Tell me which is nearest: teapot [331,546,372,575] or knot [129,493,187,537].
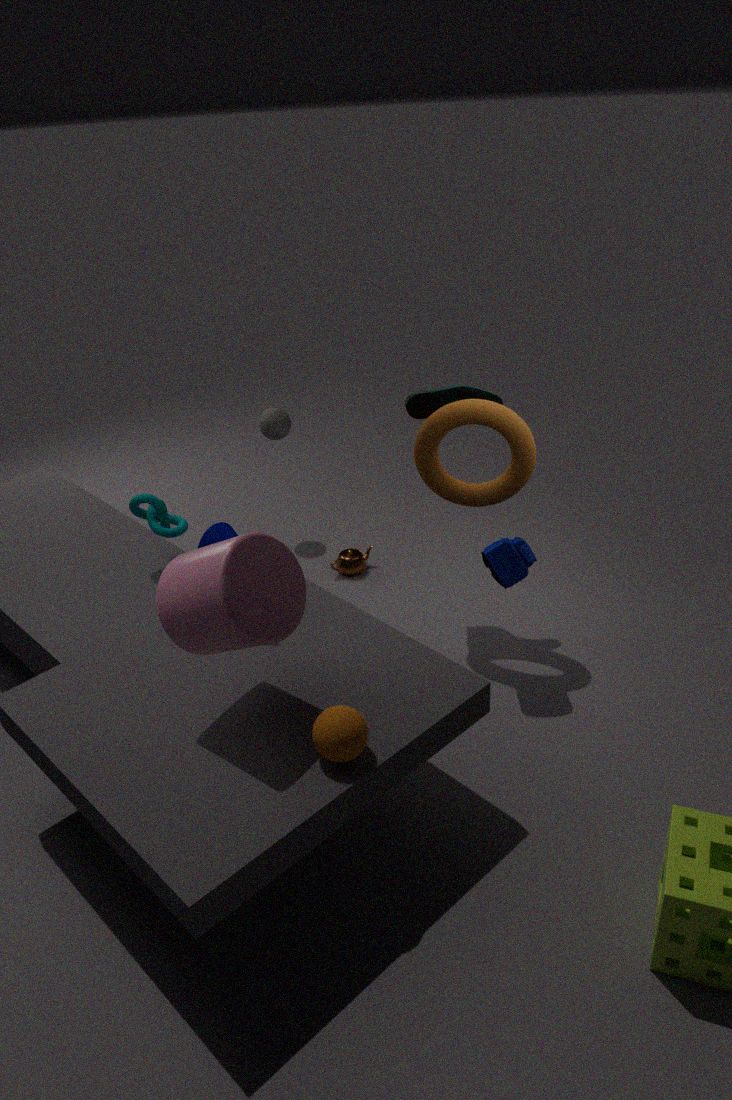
knot [129,493,187,537]
